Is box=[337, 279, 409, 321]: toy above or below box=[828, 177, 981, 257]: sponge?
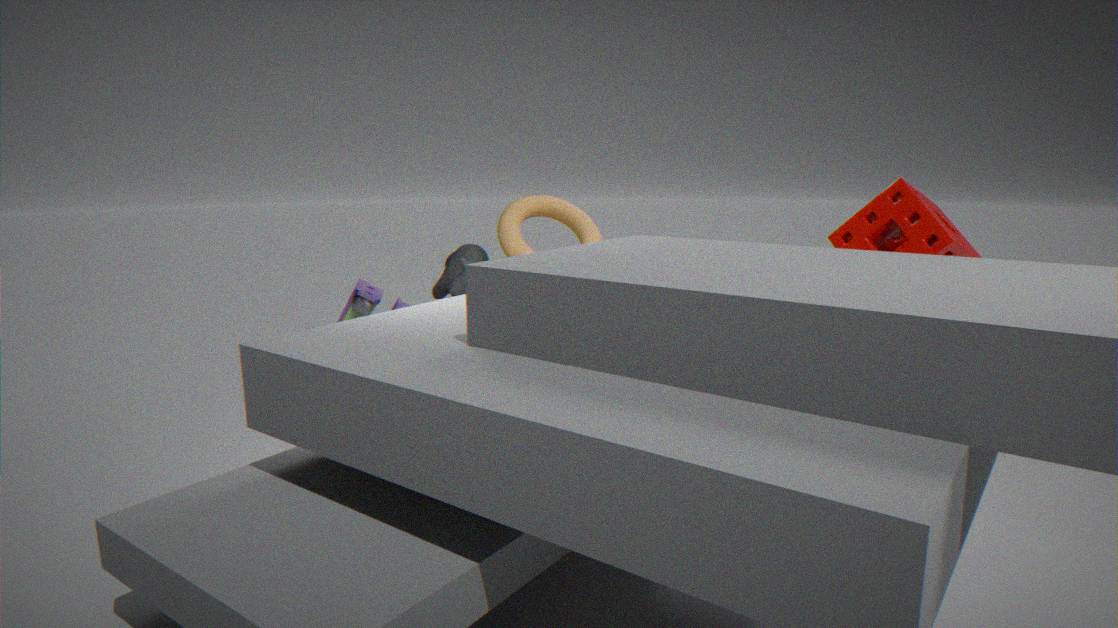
below
